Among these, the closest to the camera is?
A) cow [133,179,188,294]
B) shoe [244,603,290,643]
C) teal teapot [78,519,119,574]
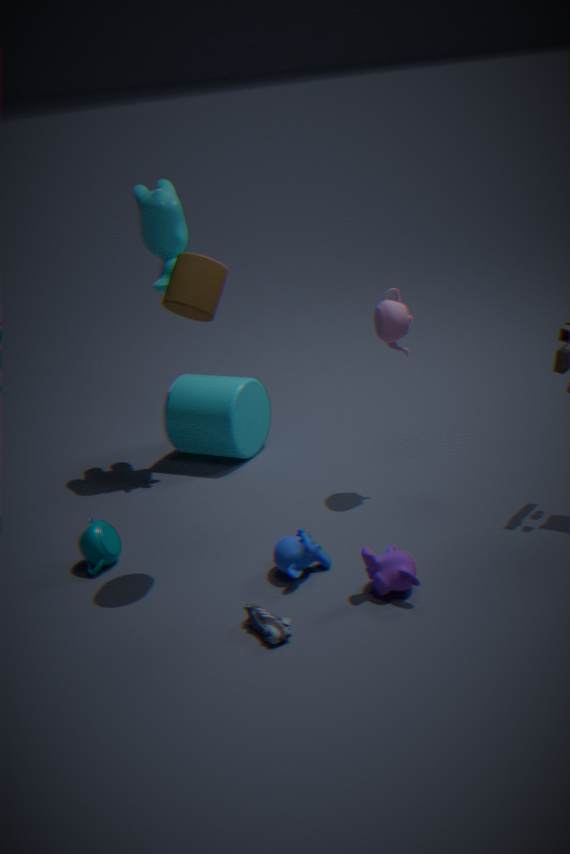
shoe [244,603,290,643]
